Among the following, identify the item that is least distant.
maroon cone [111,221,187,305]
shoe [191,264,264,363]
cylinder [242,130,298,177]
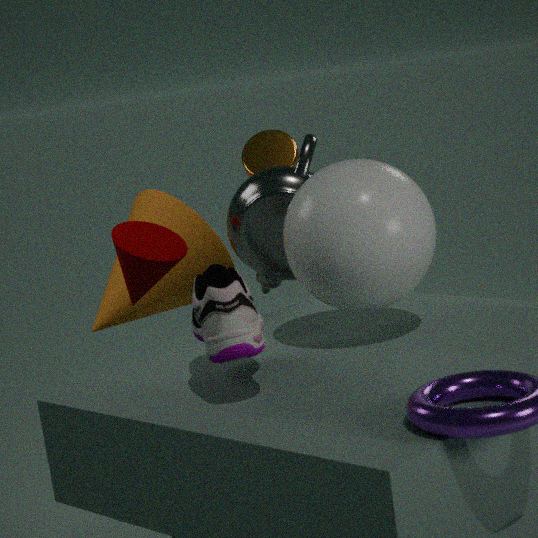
shoe [191,264,264,363]
